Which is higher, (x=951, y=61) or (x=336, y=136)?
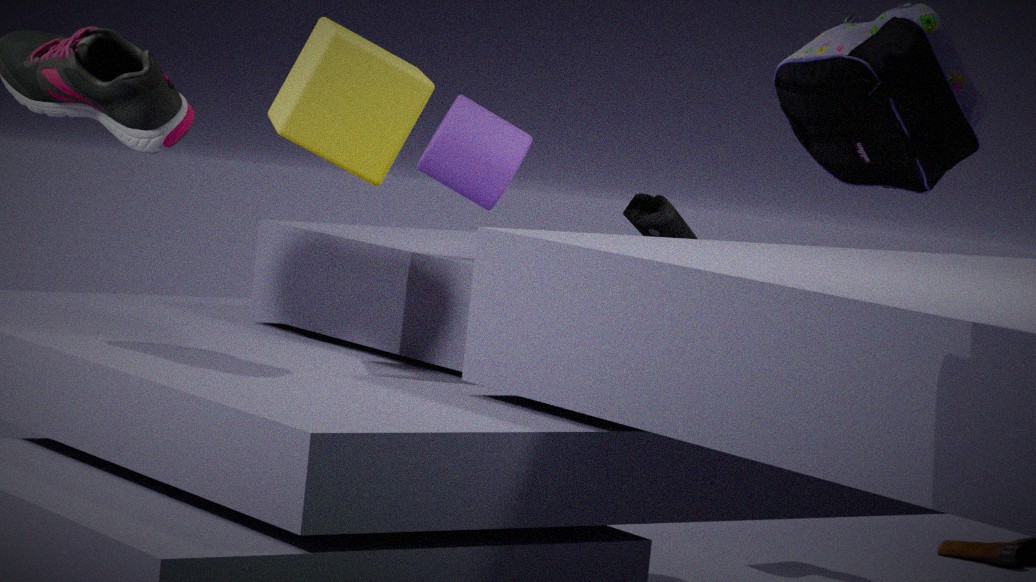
(x=951, y=61)
